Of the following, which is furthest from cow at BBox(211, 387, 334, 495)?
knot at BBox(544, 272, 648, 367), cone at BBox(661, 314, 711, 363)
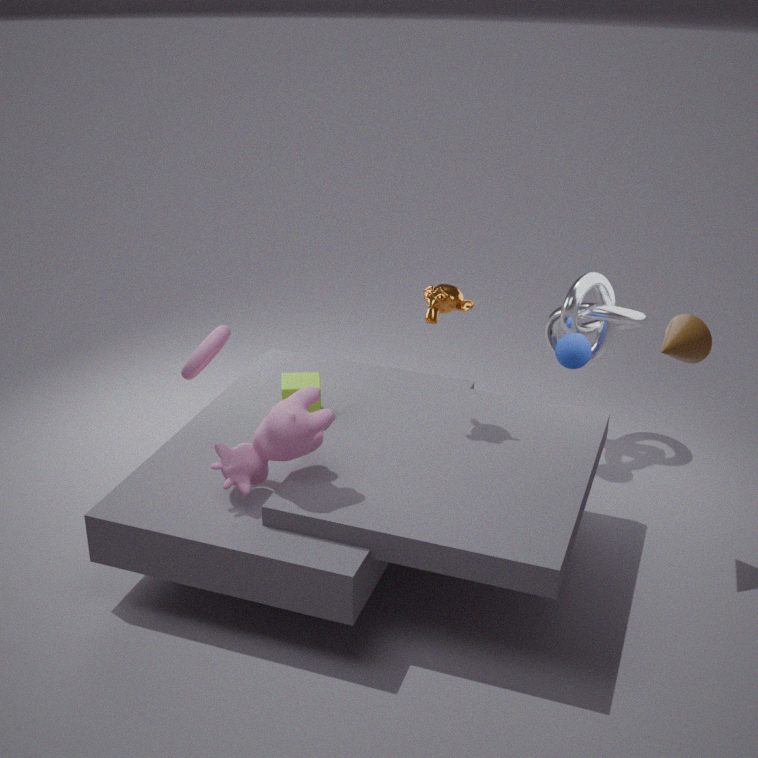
knot at BBox(544, 272, 648, 367)
